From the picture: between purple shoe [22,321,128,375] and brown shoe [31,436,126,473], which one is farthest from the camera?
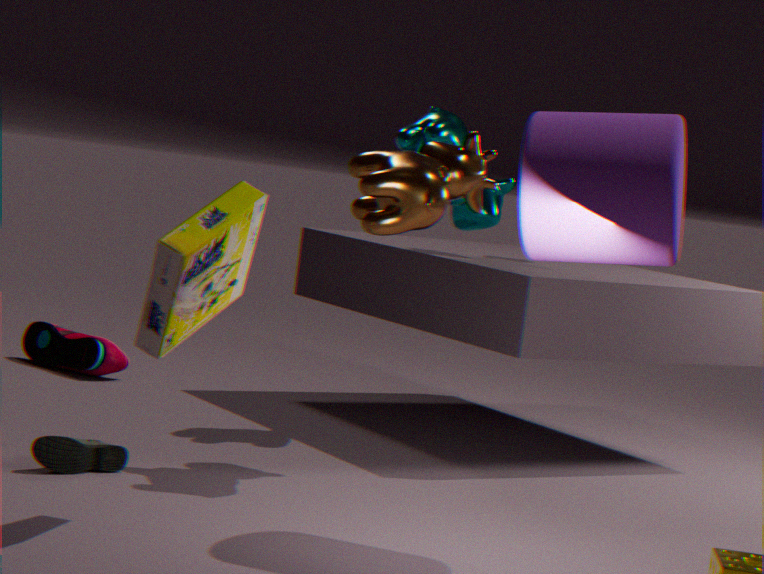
purple shoe [22,321,128,375]
